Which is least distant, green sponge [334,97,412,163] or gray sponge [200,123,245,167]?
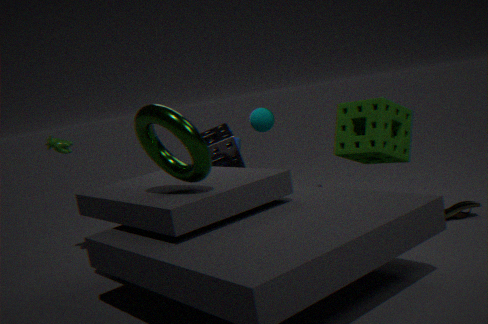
green sponge [334,97,412,163]
